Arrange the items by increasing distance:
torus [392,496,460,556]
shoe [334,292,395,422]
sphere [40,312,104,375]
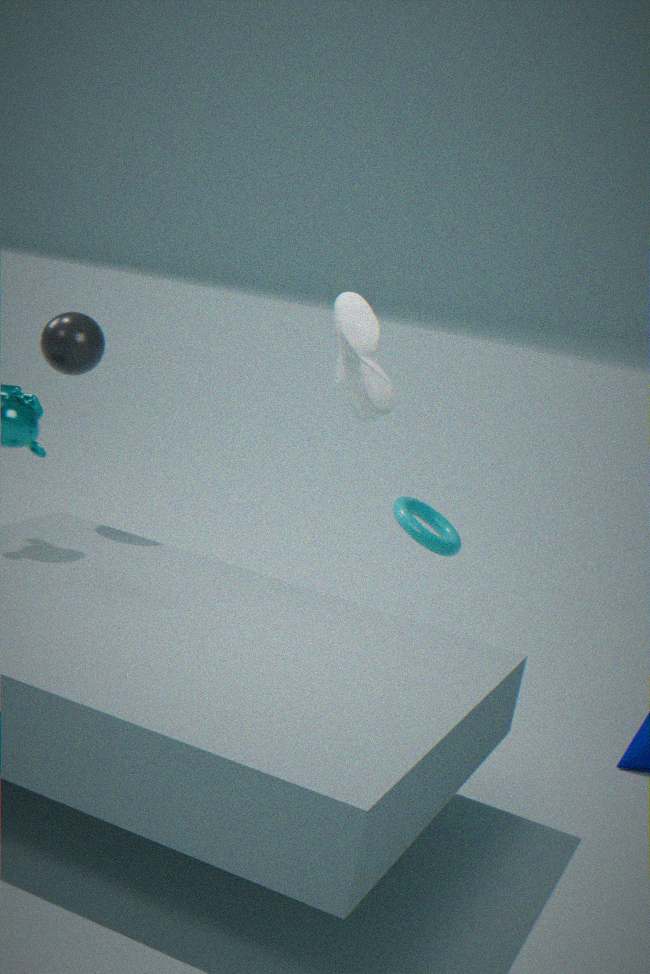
shoe [334,292,395,422] < sphere [40,312,104,375] < torus [392,496,460,556]
